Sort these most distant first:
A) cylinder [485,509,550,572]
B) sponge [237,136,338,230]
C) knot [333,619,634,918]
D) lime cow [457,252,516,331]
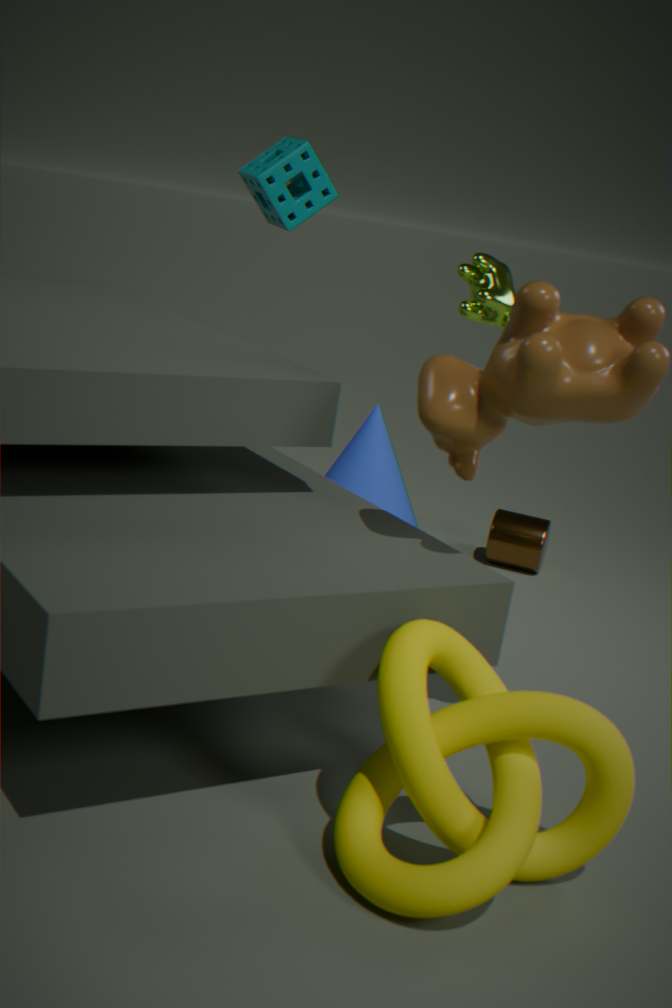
cylinder [485,509,550,572] < sponge [237,136,338,230] < lime cow [457,252,516,331] < knot [333,619,634,918]
